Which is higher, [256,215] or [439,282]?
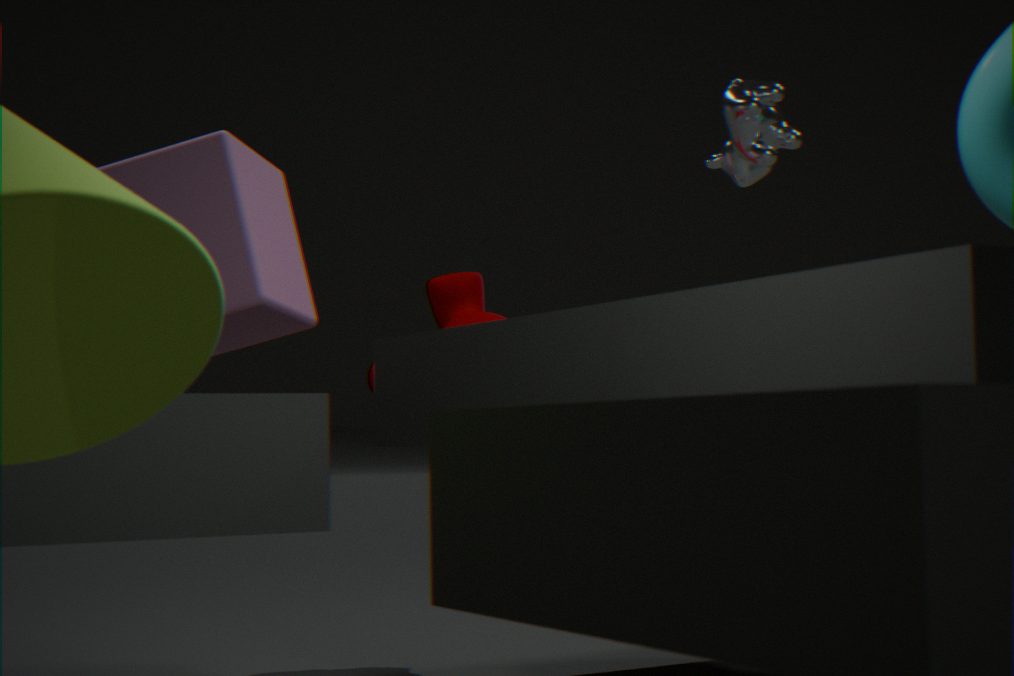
[256,215]
